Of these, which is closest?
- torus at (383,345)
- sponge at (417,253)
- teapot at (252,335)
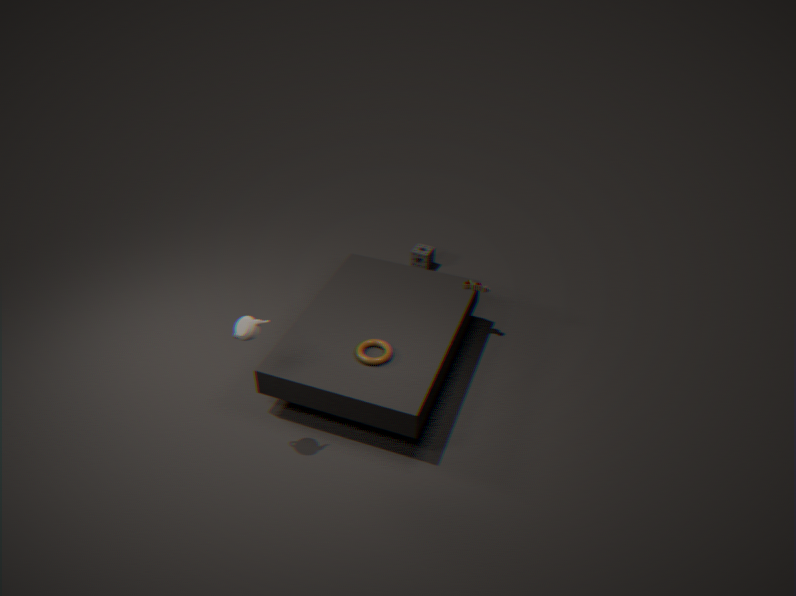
teapot at (252,335)
